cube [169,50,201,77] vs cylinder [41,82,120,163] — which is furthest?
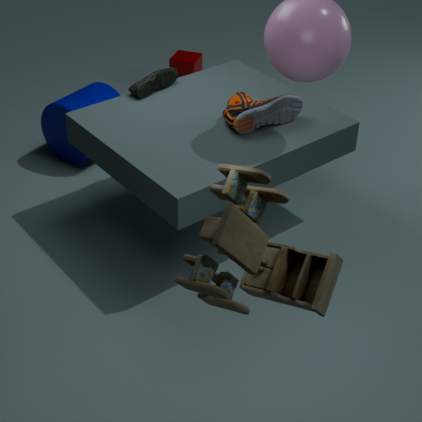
cube [169,50,201,77]
